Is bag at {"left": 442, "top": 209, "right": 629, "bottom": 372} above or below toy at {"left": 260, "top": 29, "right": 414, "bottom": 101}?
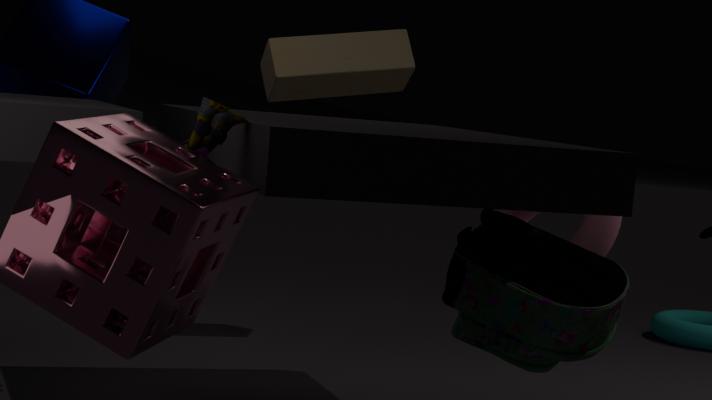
below
